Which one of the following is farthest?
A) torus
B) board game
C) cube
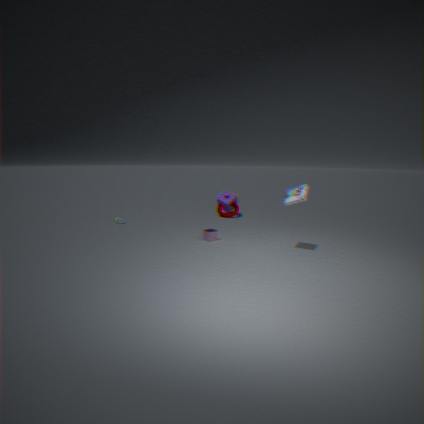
torus
